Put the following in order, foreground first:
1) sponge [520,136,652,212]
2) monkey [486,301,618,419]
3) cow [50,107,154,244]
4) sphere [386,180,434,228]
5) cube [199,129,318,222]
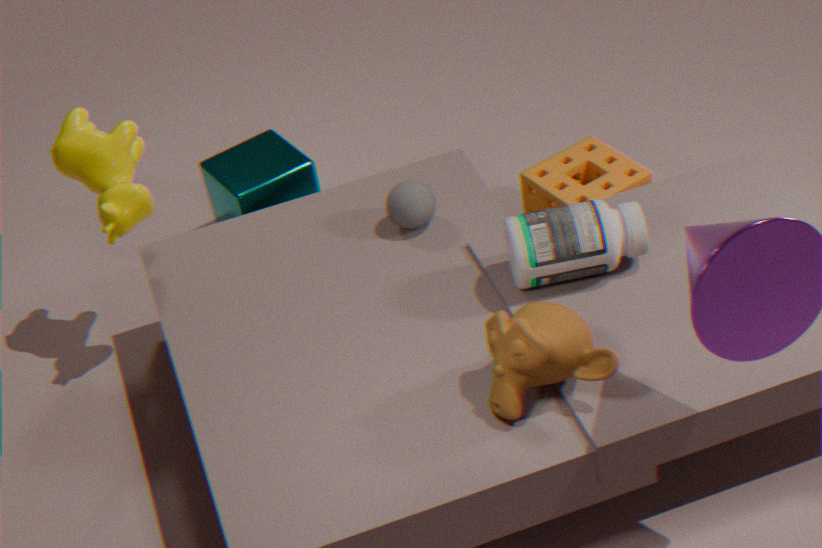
2. monkey [486,301,618,419]
3. cow [50,107,154,244]
4. sphere [386,180,434,228]
1. sponge [520,136,652,212]
5. cube [199,129,318,222]
